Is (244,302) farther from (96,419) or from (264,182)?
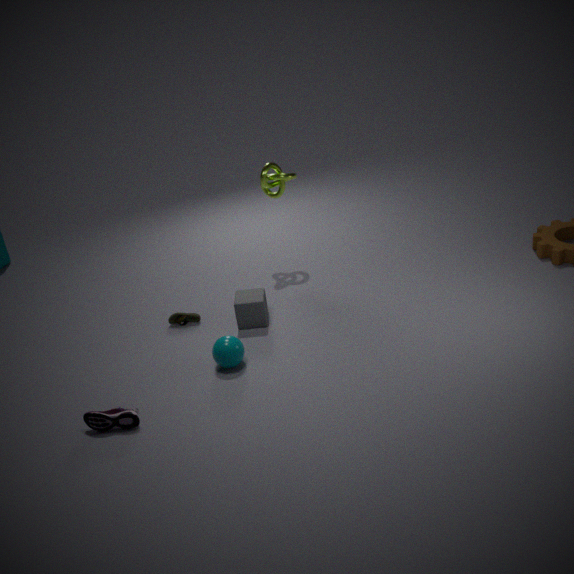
(96,419)
